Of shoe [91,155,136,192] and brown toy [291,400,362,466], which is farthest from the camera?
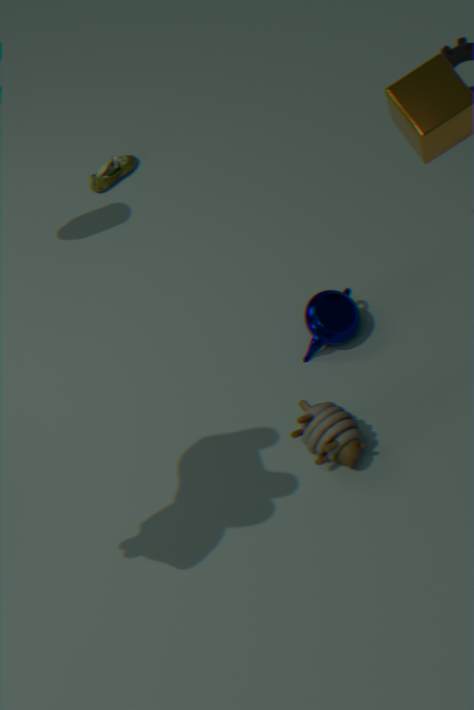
shoe [91,155,136,192]
